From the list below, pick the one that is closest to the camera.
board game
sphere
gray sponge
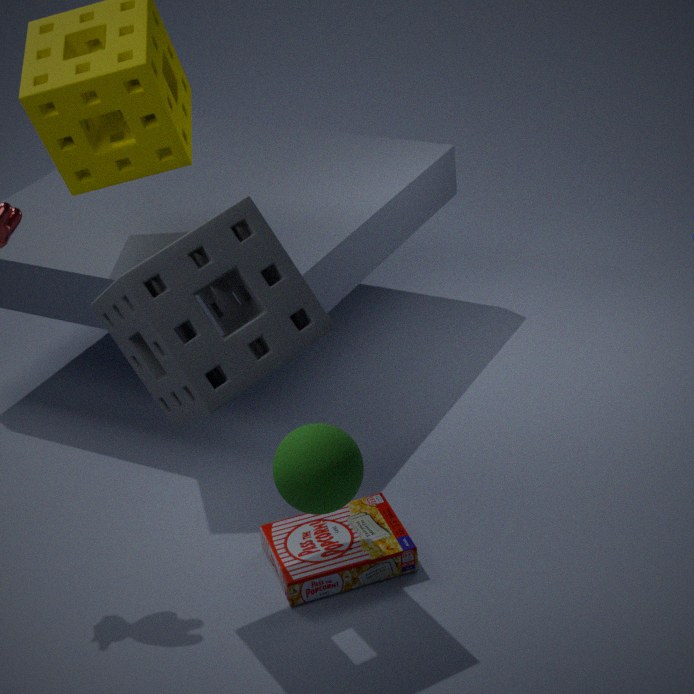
sphere
